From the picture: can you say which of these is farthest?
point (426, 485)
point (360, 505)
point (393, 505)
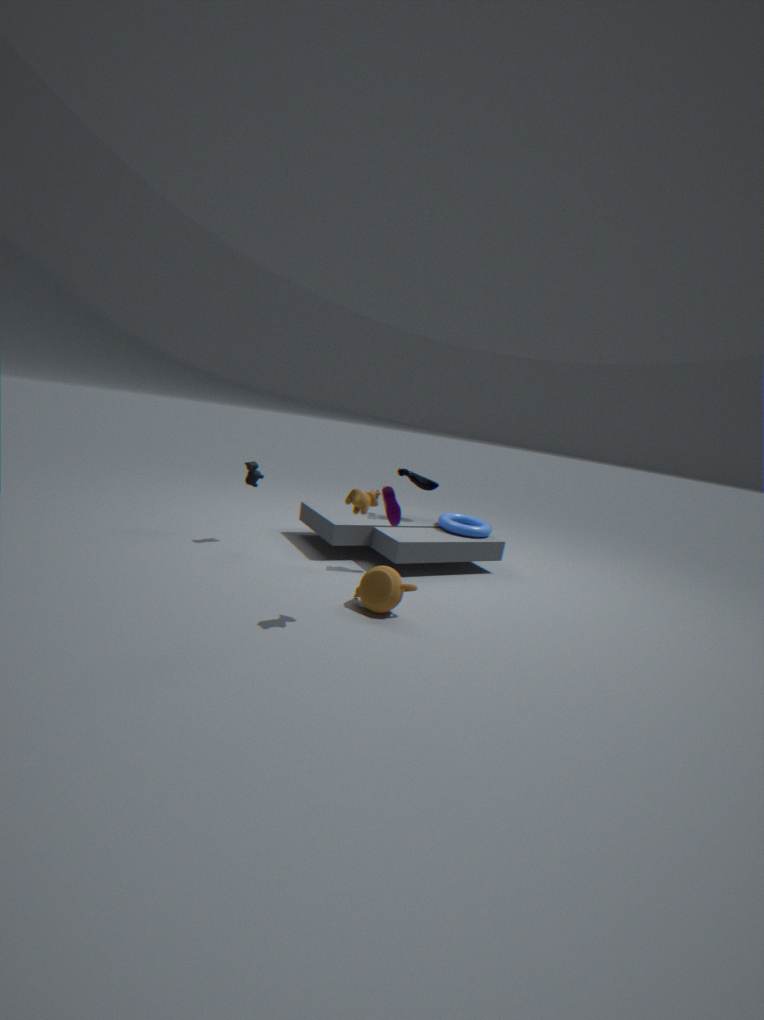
point (426, 485)
